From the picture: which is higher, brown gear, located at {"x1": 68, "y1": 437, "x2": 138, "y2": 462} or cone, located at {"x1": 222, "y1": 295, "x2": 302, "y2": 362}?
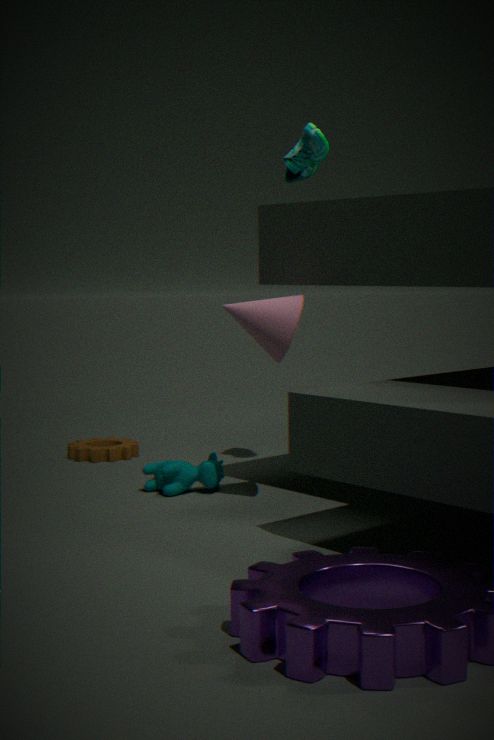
cone, located at {"x1": 222, "y1": 295, "x2": 302, "y2": 362}
